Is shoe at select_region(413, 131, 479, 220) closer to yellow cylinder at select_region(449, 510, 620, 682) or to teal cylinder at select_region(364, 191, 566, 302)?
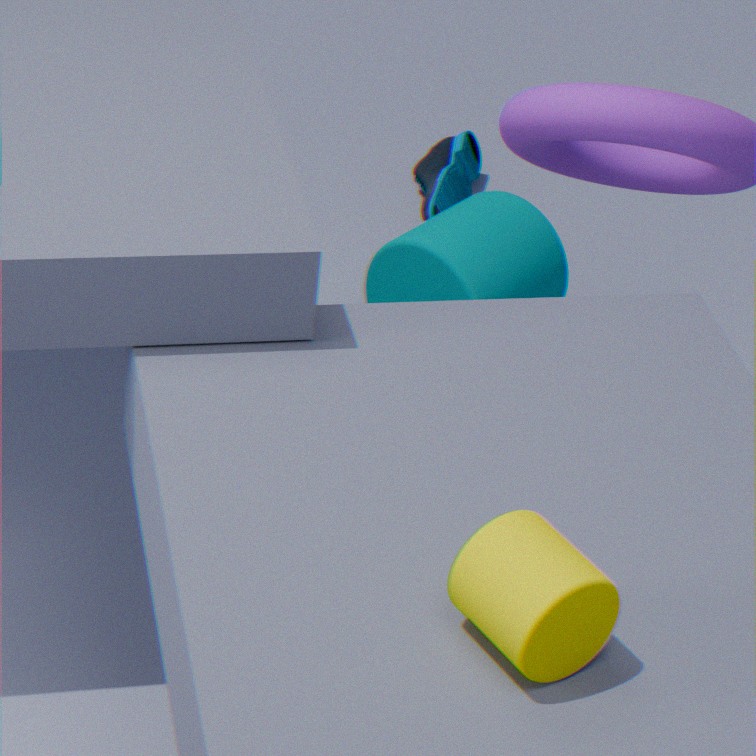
teal cylinder at select_region(364, 191, 566, 302)
